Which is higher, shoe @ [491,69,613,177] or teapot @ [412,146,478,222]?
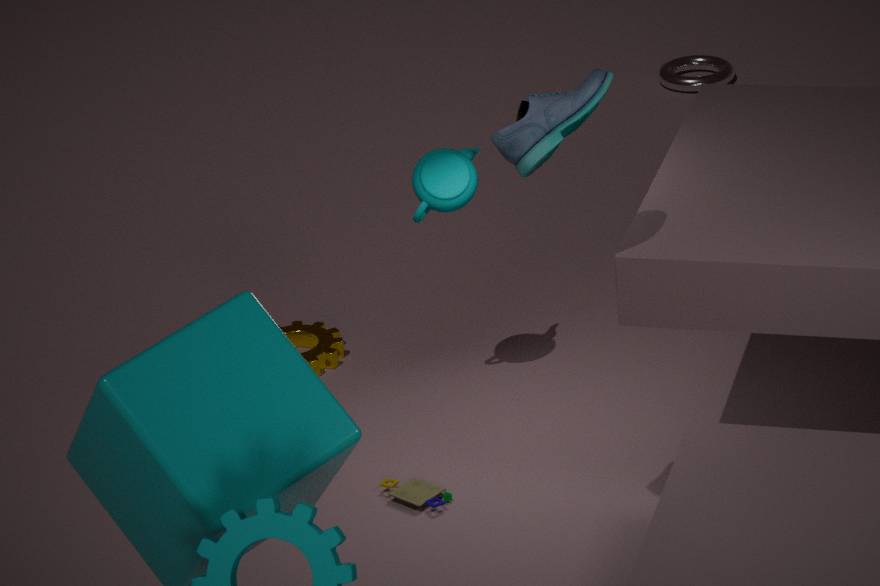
shoe @ [491,69,613,177]
